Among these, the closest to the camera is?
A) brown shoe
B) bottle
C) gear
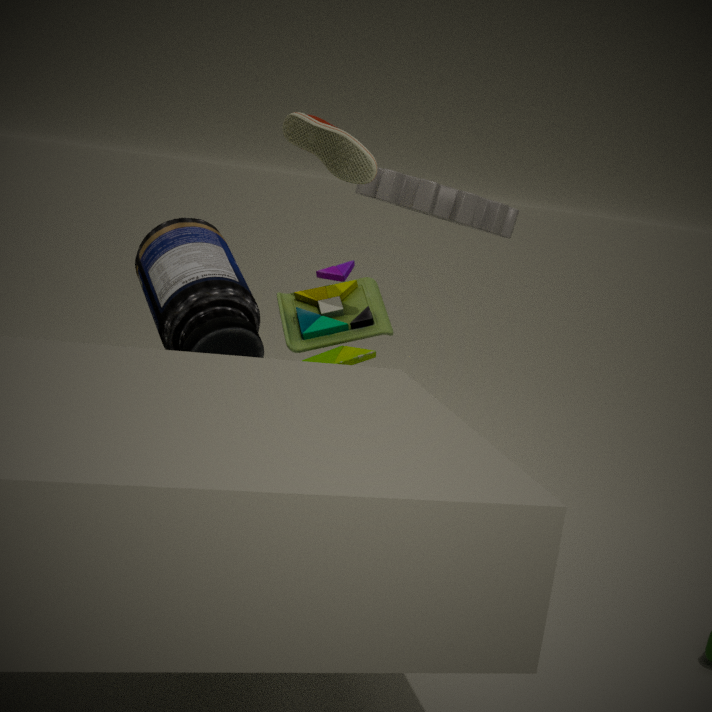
bottle
